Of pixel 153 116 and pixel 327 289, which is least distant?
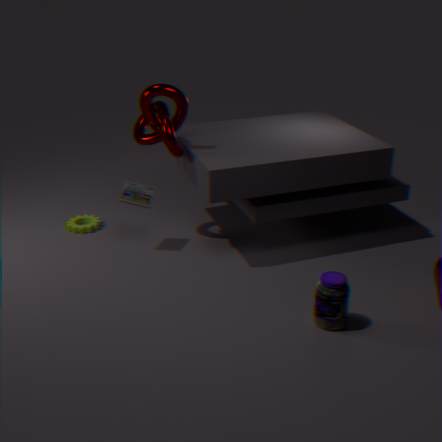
pixel 327 289
